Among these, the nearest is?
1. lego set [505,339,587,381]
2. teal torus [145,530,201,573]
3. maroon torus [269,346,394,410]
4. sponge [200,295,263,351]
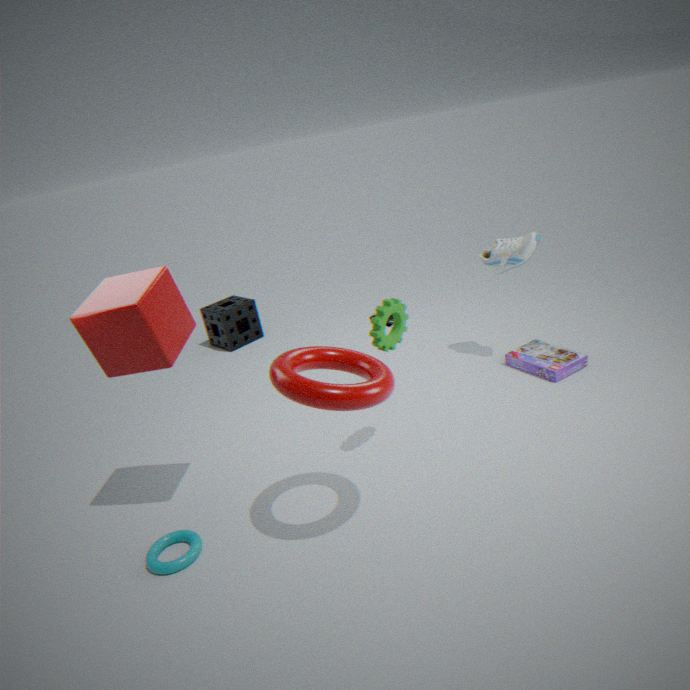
maroon torus [269,346,394,410]
